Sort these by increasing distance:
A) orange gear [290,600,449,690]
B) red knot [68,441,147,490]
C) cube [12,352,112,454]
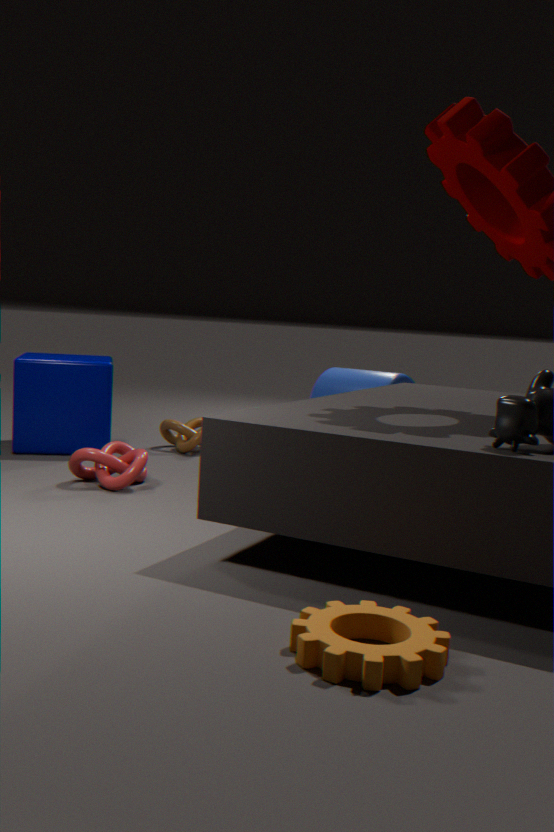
orange gear [290,600,449,690], red knot [68,441,147,490], cube [12,352,112,454]
